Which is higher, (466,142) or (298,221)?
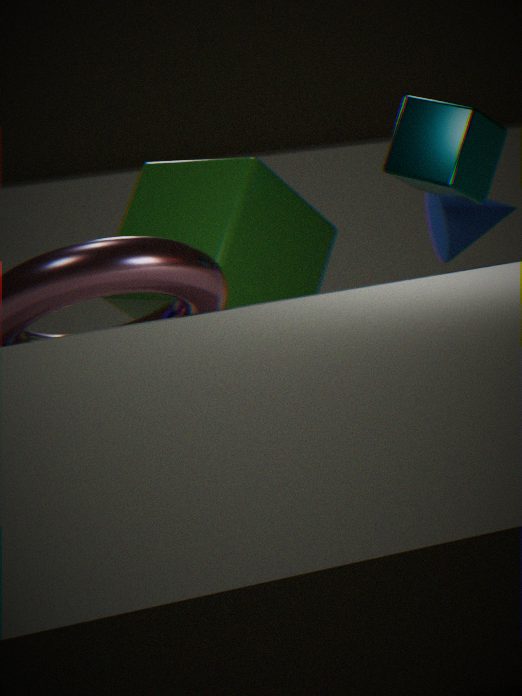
(466,142)
